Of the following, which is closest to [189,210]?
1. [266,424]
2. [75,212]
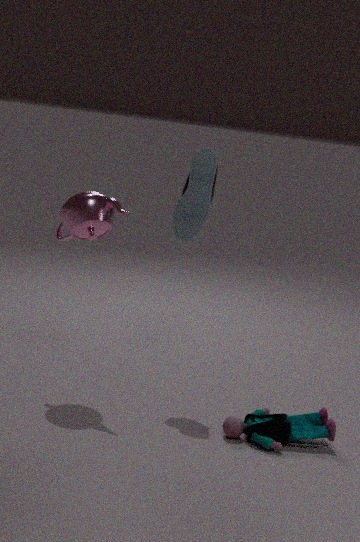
[75,212]
